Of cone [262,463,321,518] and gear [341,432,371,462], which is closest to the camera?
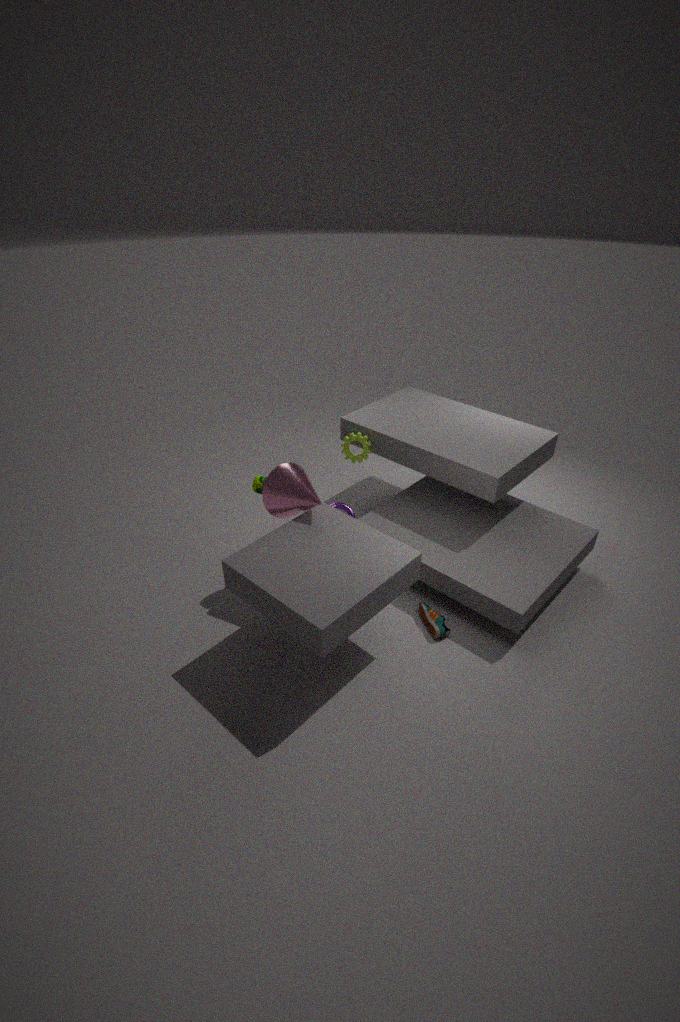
cone [262,463,321,518]
